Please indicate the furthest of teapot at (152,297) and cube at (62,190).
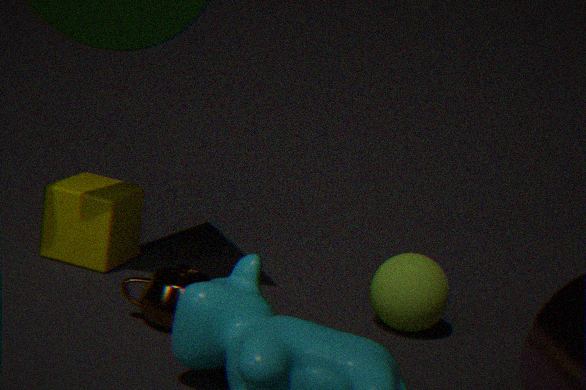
cube at (62,190)
